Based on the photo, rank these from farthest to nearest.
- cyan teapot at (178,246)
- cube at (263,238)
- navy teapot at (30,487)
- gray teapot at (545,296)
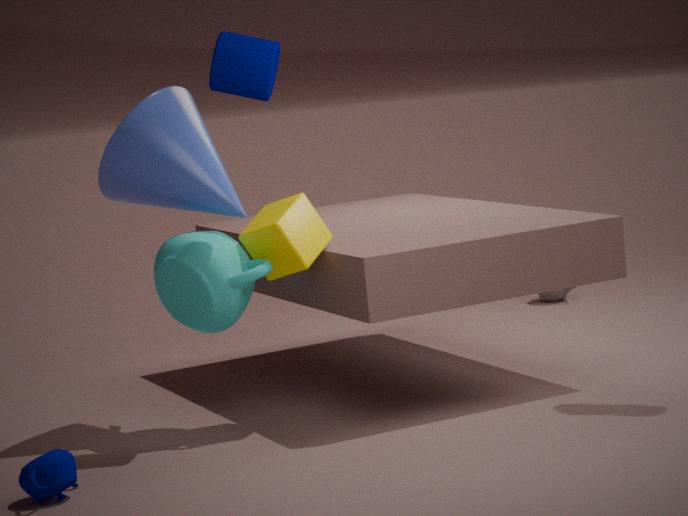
gray teapot at (545,296)
cube at (263,238)
cyan teapot at (178,246)
navy teapot at (30,487)
